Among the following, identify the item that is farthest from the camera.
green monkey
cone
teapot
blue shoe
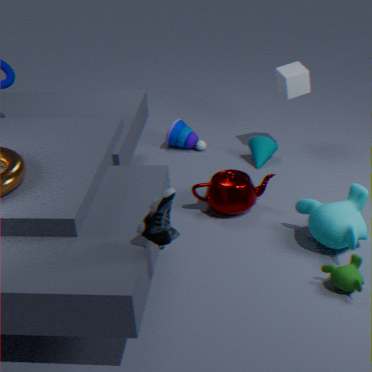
cone
